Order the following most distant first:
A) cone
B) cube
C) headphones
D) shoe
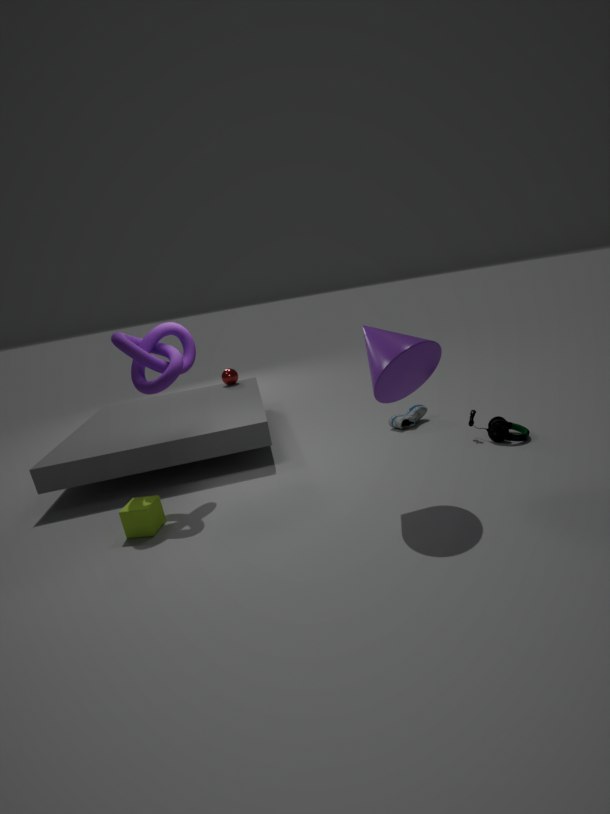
1. shoe
2. headphones
3. cube
4. cone
